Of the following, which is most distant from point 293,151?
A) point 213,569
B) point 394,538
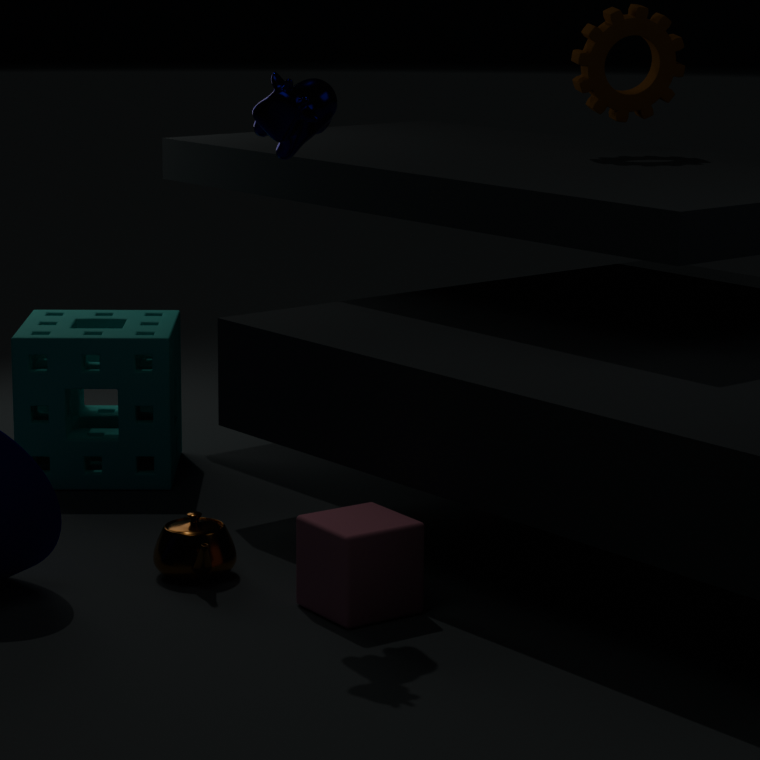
point 213,569
